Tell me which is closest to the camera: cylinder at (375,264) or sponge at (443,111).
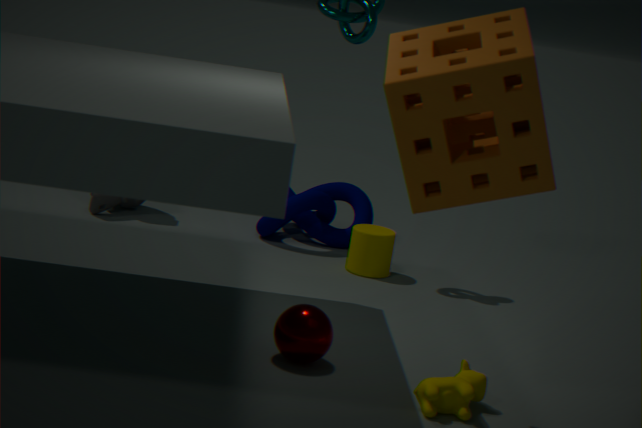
sponge at (443,111)
